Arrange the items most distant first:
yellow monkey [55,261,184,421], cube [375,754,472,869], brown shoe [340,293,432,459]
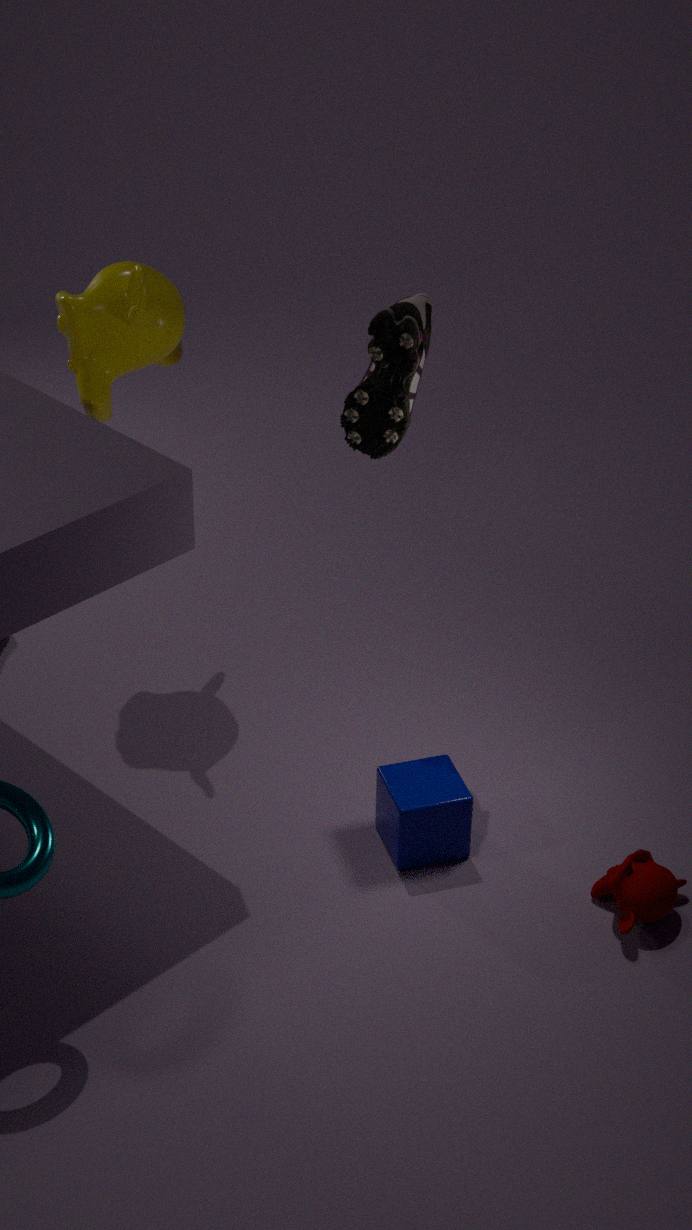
yellow monkey [55,261,184,421], cube [375,754,472,869], brown shoe [340,293,432,459]
